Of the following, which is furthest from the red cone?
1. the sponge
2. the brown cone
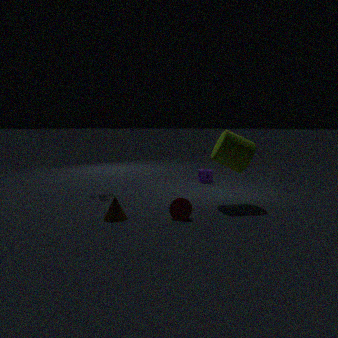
the sponge
